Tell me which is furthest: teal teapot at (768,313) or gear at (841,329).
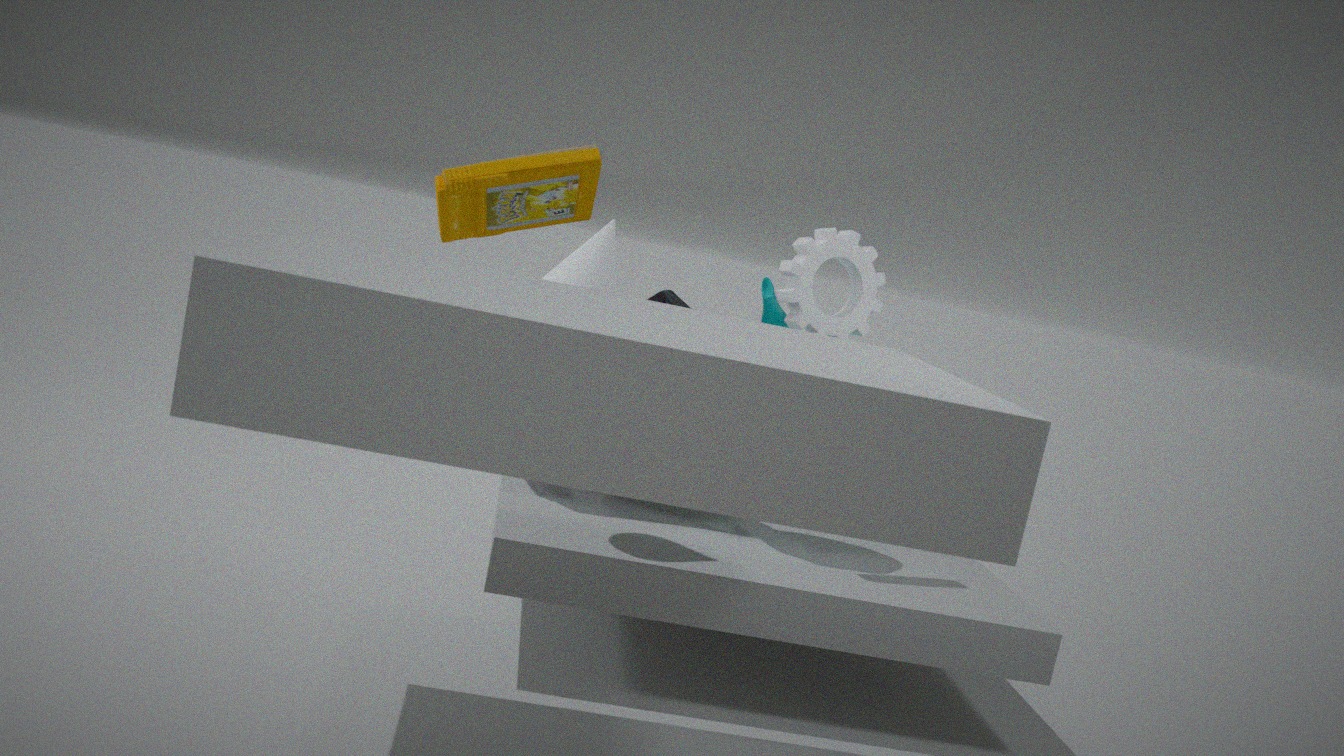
teal teapot at (768,313)
